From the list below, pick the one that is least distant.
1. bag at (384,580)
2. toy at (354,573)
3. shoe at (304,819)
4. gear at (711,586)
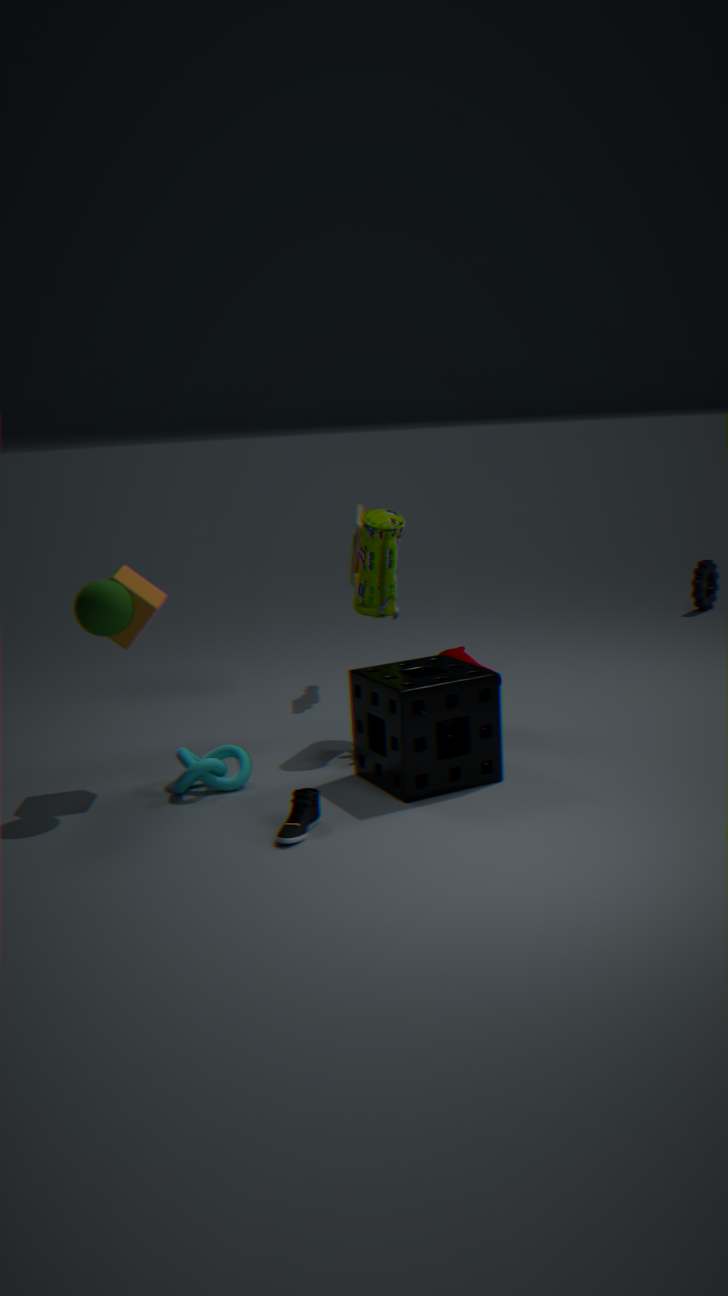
shoe at (304,819)
